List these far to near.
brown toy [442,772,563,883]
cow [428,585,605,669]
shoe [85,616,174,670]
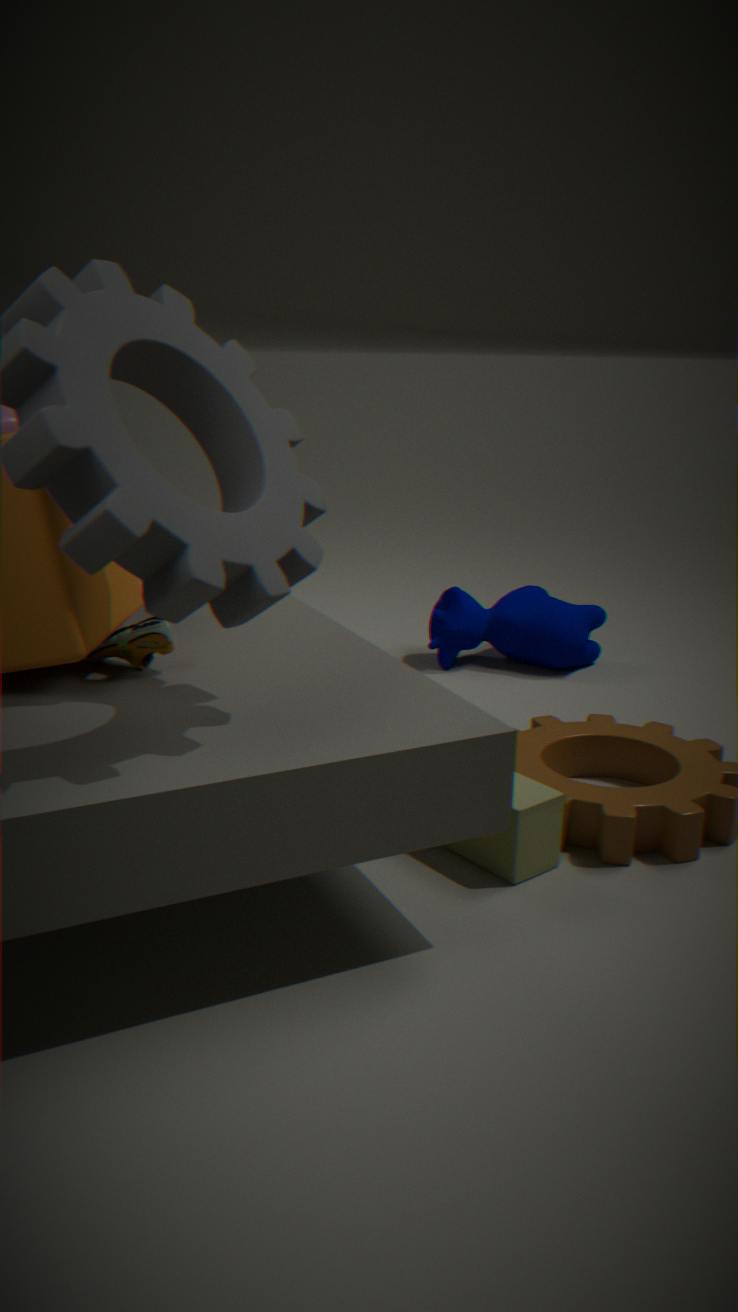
1. cow [428,585,605,669]
2. brown toy [442,772,563,883]
3. shoe [85,616,174,670]
